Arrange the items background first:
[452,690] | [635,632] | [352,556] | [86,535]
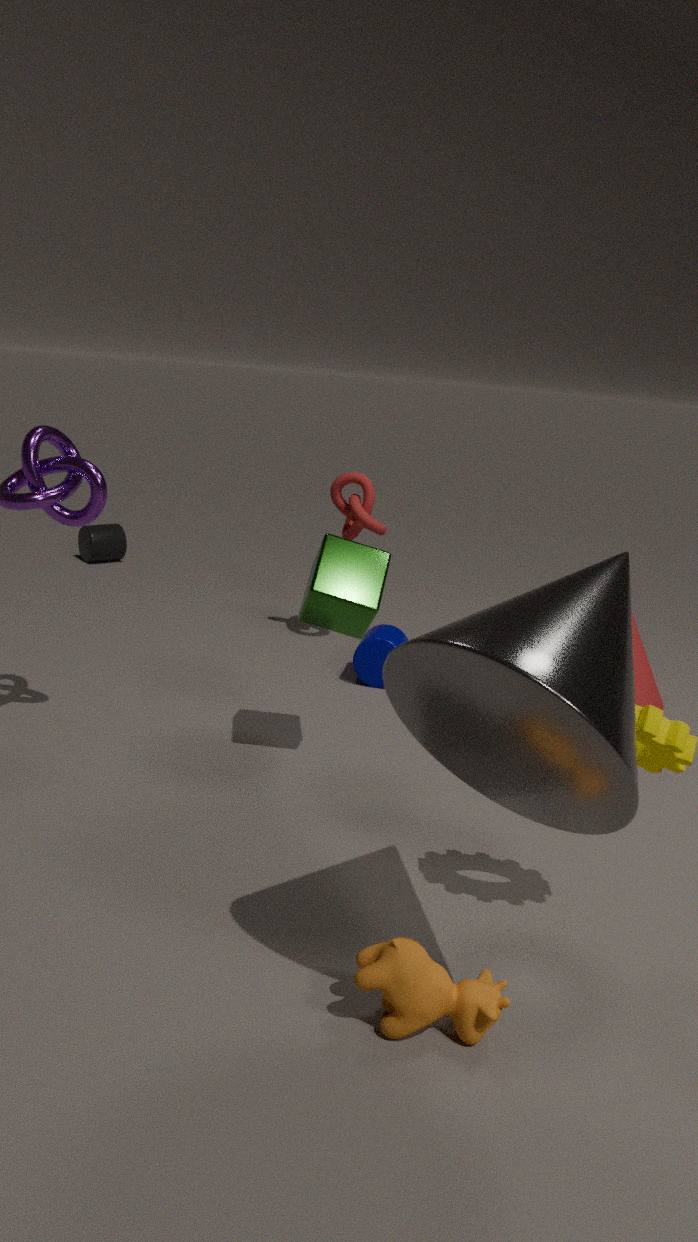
1. [86,535]
2. [635,632]
3. [352,556]
4. [452,690]
